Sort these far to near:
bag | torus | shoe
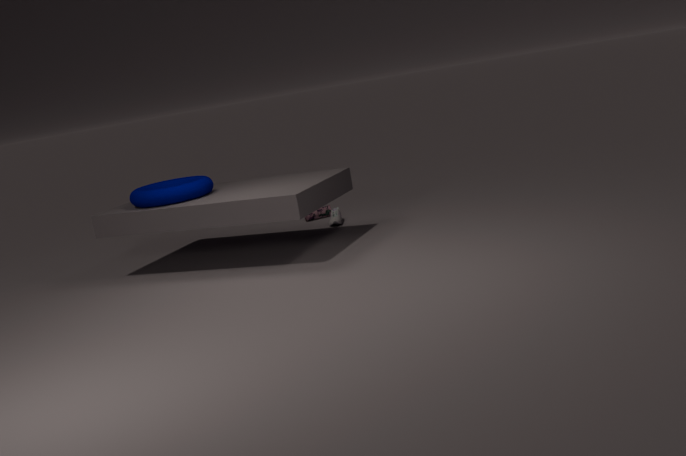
1. bag
2. shoe
3. torus
